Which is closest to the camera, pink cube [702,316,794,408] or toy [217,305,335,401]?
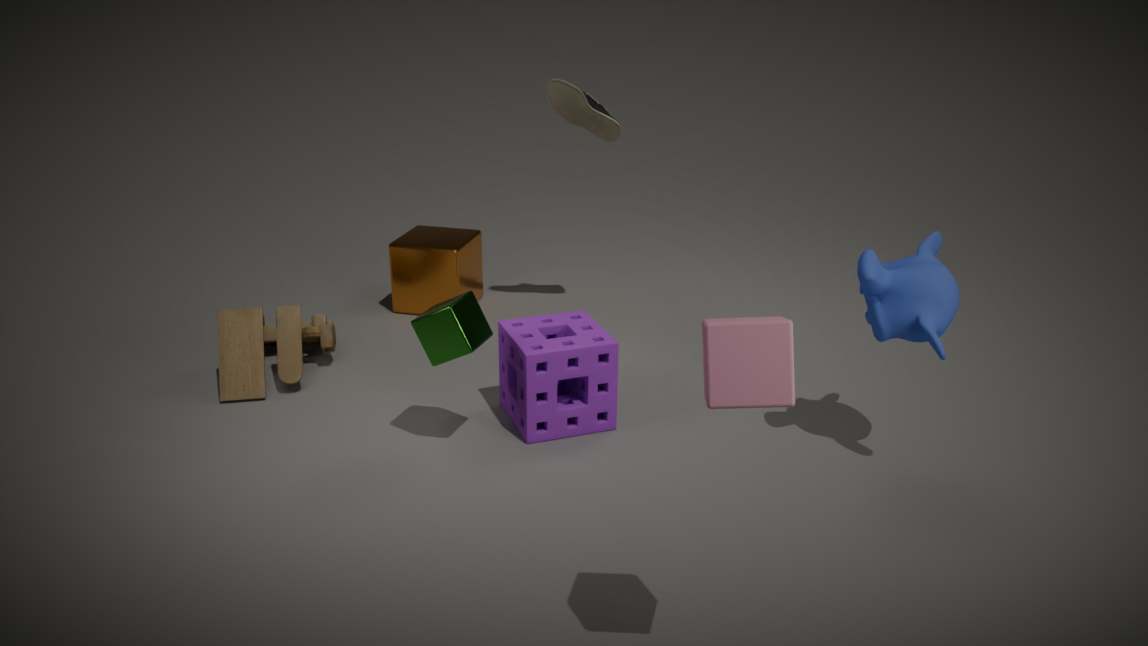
pink cube [702,316,794,408]
